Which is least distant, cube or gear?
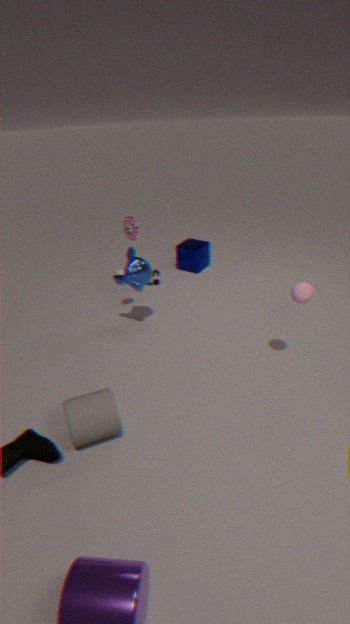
gear
